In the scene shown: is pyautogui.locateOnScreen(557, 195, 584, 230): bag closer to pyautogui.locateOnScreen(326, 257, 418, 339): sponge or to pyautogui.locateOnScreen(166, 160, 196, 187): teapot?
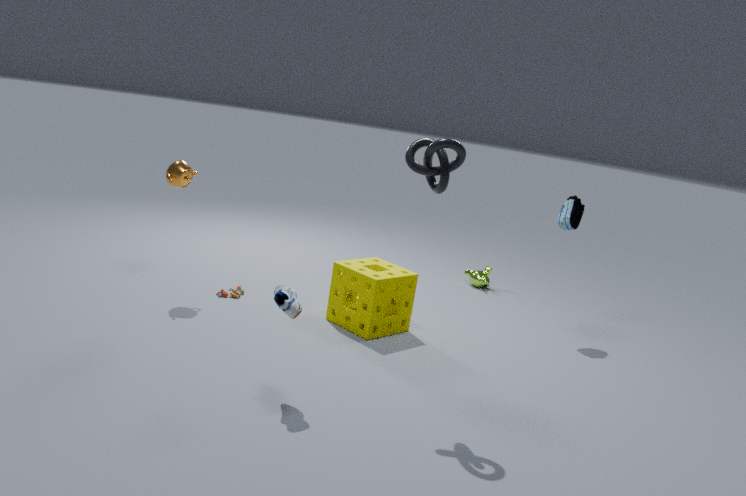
pyautogui.locateOnScreen(326, 257, 418, 339): sponge
